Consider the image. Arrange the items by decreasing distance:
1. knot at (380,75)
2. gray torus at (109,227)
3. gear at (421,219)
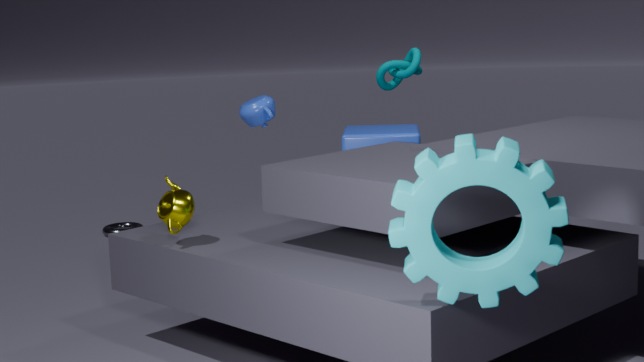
gray torus at (109,227), knot at (380,75), gear at (421,219)
